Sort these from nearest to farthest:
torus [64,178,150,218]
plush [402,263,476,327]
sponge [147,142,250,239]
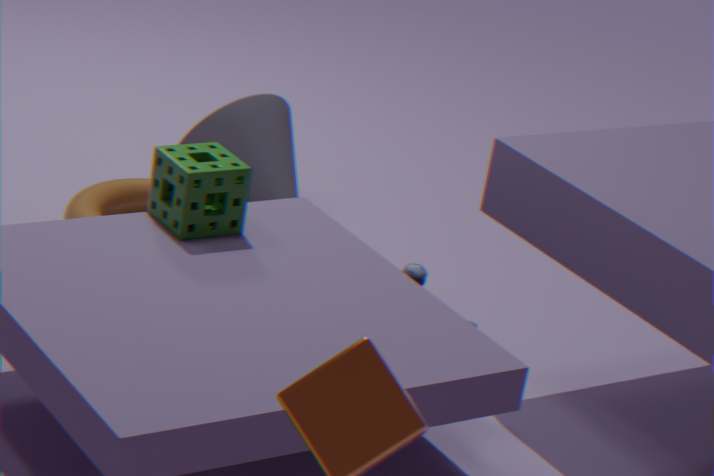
sponge [147,142,250,239]
plush [402,263,476,327]
torus [64,178,150,218]
